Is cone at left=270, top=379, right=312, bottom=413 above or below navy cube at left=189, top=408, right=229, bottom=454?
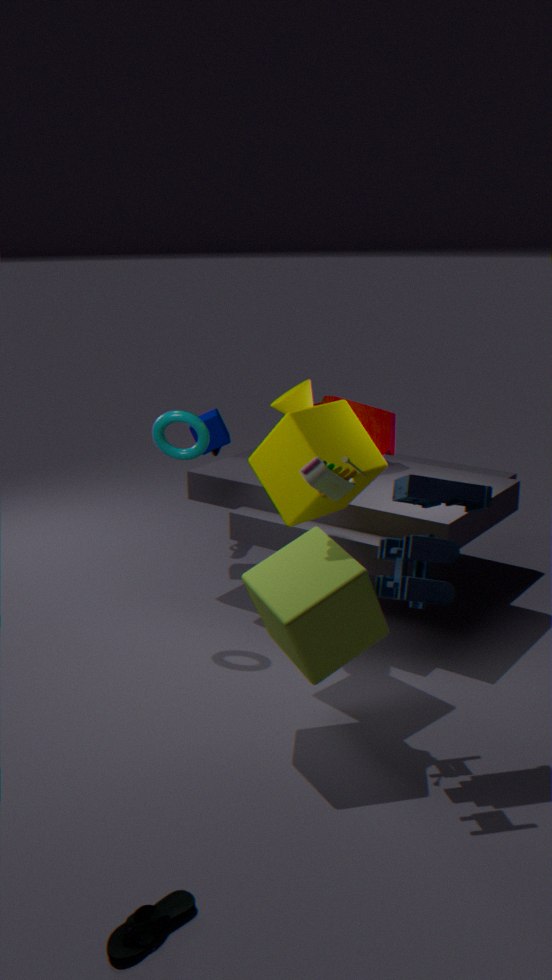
above
